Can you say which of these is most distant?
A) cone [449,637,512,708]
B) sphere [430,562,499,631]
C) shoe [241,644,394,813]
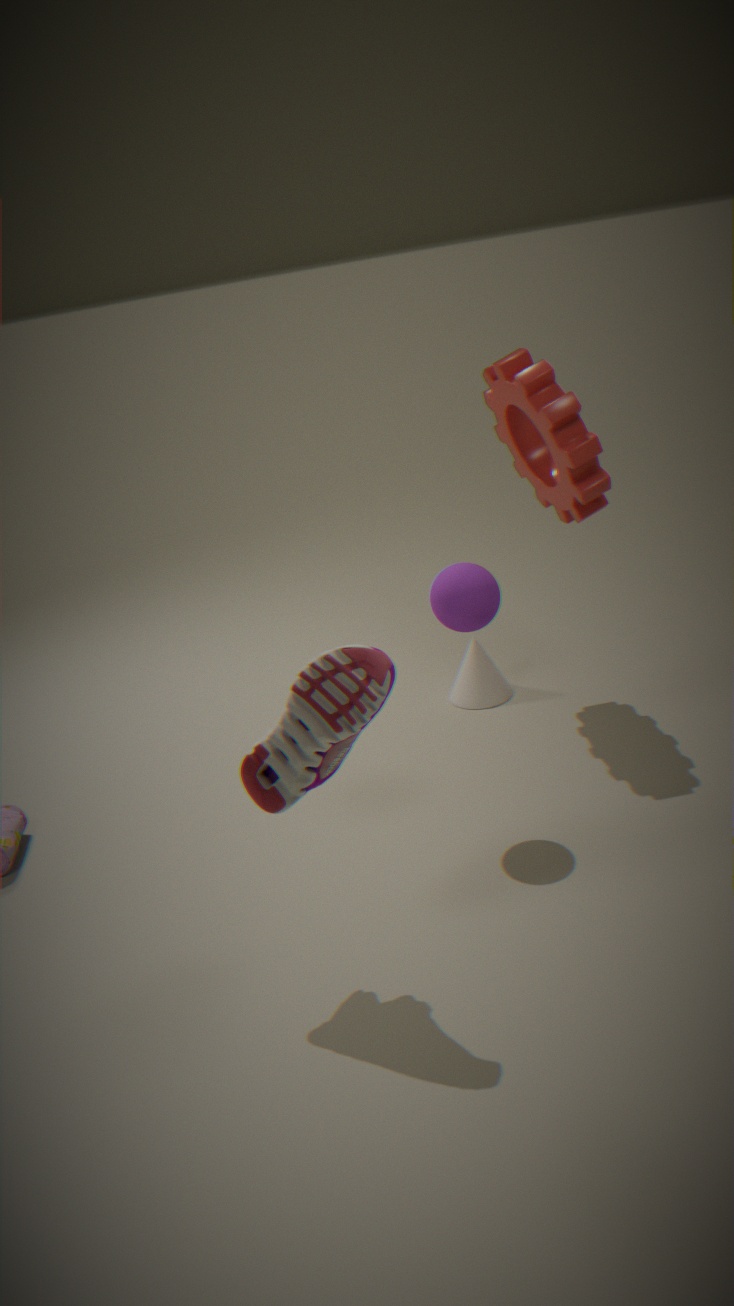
cone [449,637,512,708]
